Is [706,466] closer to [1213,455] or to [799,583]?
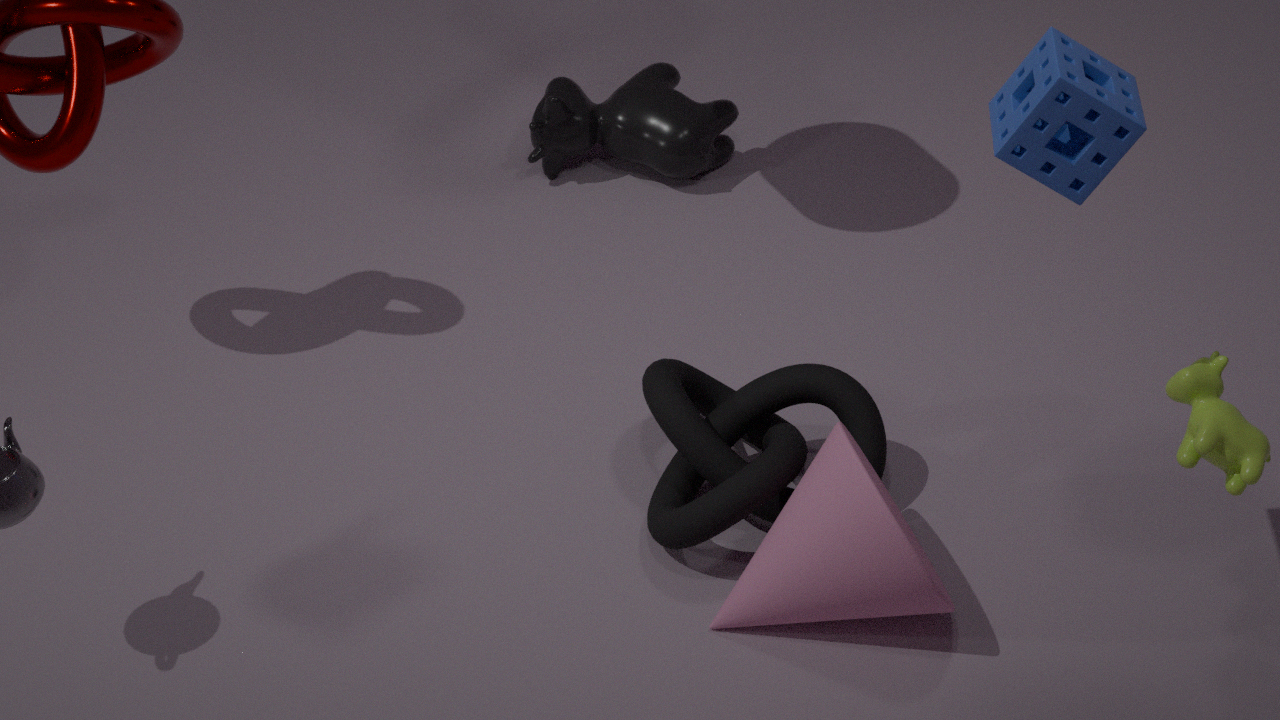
[799,583]
